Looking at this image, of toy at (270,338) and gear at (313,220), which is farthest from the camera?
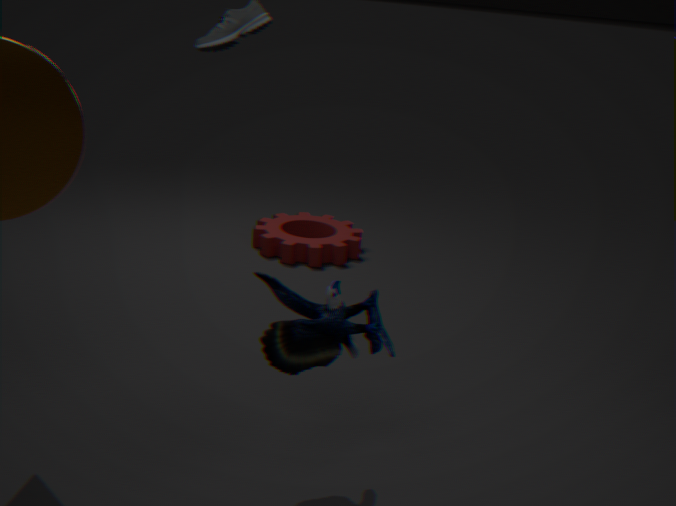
gear at (313,220)
